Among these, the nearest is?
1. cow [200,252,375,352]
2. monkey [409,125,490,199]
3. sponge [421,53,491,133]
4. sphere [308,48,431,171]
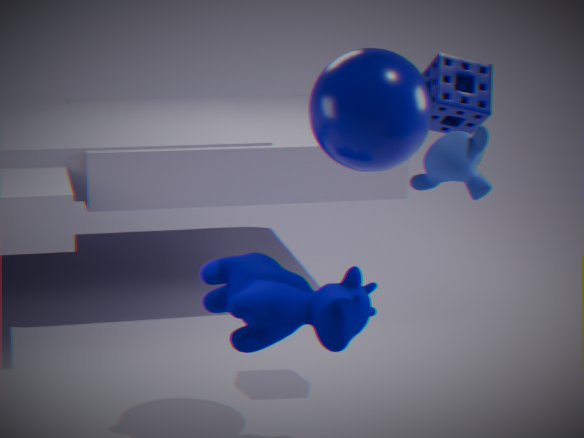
monkey [409,125,490,199]
